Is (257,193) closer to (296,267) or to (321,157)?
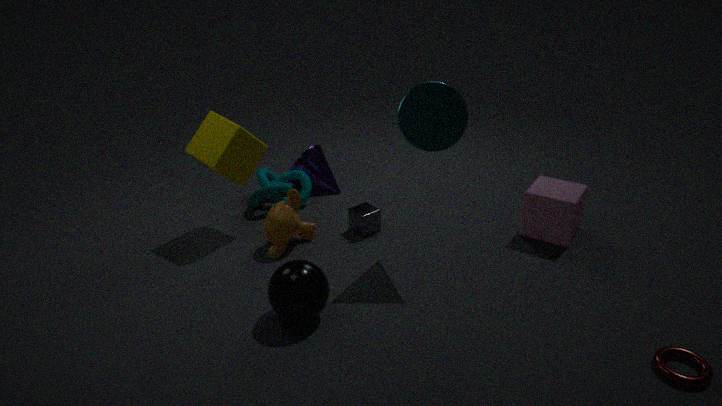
(321,157)
